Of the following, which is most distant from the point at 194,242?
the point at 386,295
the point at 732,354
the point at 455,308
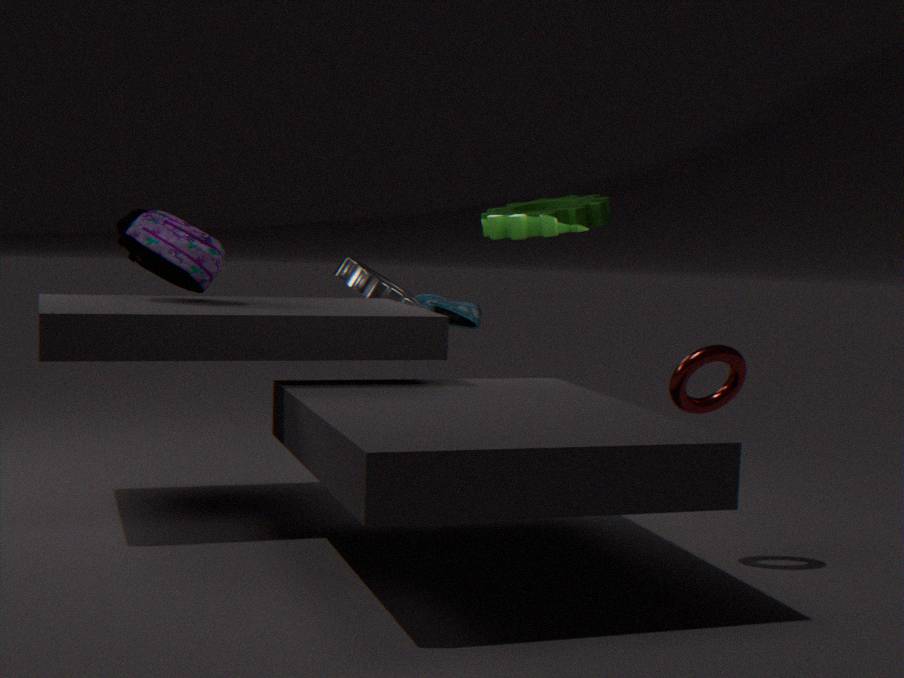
the point at 732,354
